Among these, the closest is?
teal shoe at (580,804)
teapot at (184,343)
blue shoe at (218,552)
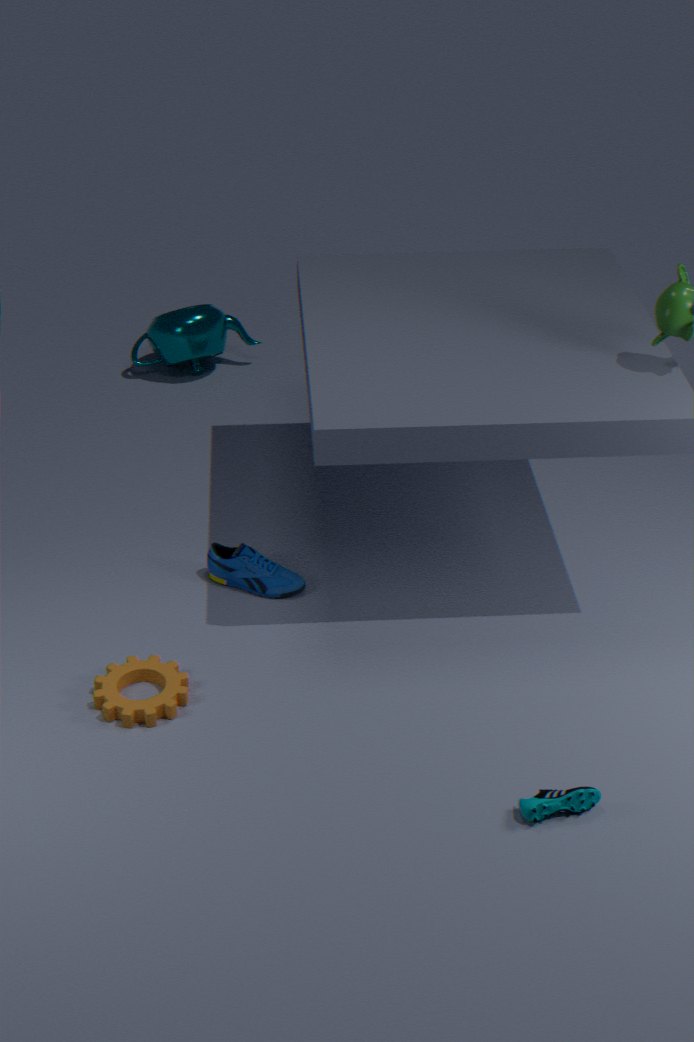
teal shoe at (580,804)
